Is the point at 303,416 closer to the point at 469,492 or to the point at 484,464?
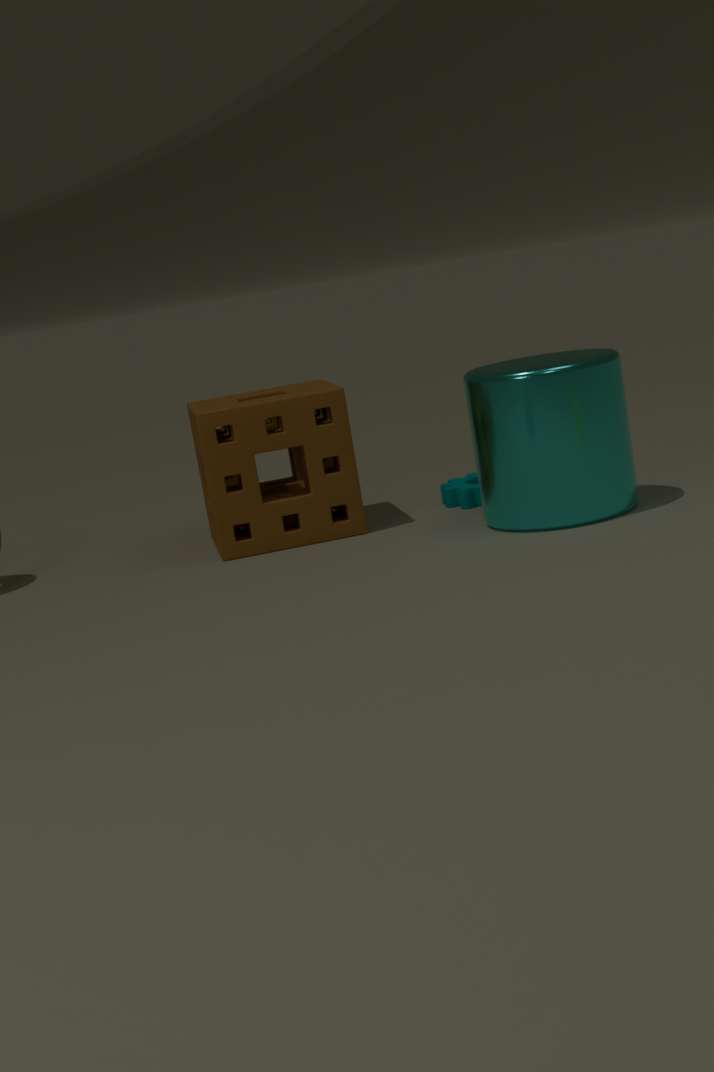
the point at 469,492
